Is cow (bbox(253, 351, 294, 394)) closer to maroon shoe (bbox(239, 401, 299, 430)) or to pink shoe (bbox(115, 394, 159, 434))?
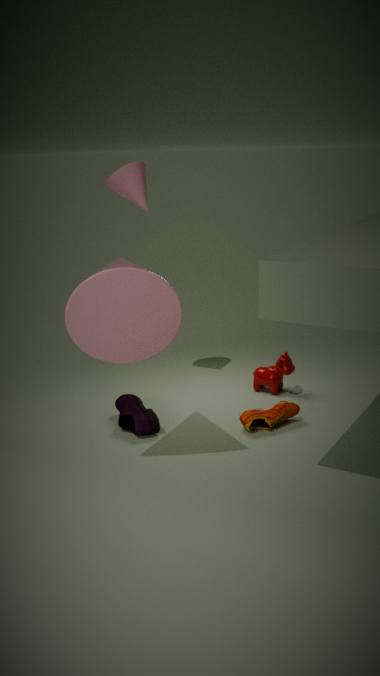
maroon shoe (bbox(239, 401, 299, 430))
